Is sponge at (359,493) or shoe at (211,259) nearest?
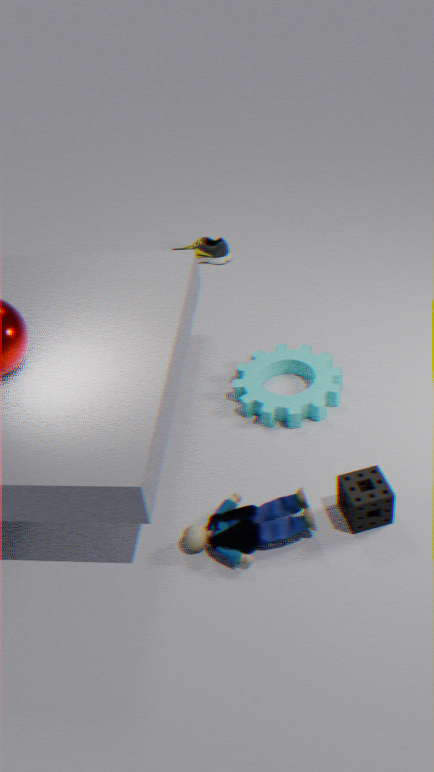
sponge at (359,493)
